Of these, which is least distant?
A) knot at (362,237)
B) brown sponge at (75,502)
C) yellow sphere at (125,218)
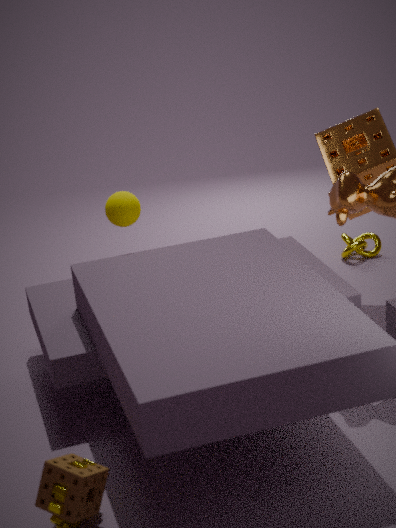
brown sponge at (75,502)
